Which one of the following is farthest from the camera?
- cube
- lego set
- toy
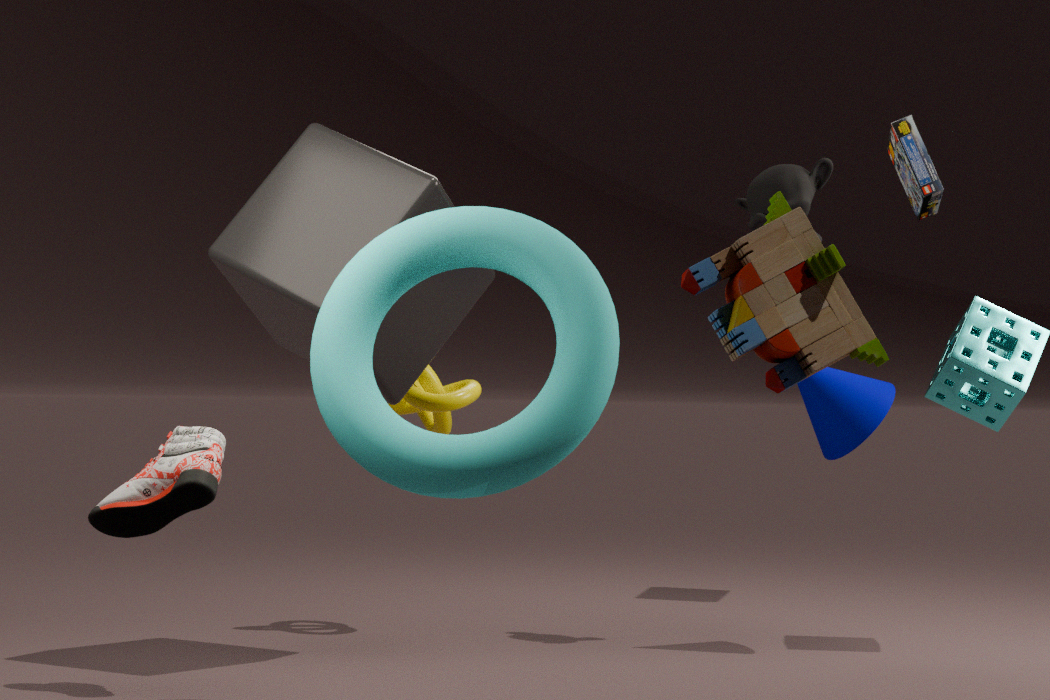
lego set
